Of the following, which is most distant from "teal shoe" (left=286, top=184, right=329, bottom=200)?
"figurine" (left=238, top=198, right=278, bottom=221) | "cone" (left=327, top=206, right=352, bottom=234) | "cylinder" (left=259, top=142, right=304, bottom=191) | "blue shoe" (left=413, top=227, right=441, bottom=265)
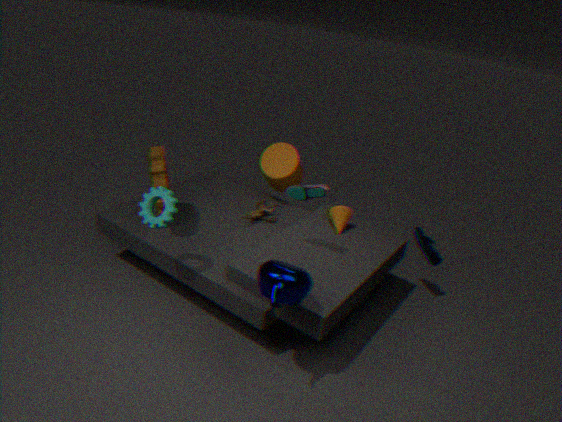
"blue shoe" (left=413, top=227, right=441, bottom=265)
